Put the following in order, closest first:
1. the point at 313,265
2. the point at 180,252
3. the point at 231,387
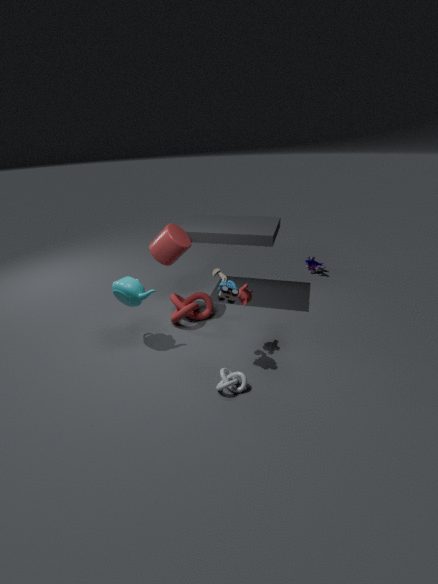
1. the point at 231,387
2. the point at 180,252
3. the point at 313,265
